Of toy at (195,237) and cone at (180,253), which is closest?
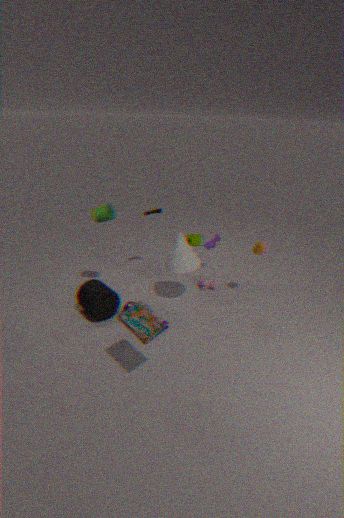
cone at (180,253)
